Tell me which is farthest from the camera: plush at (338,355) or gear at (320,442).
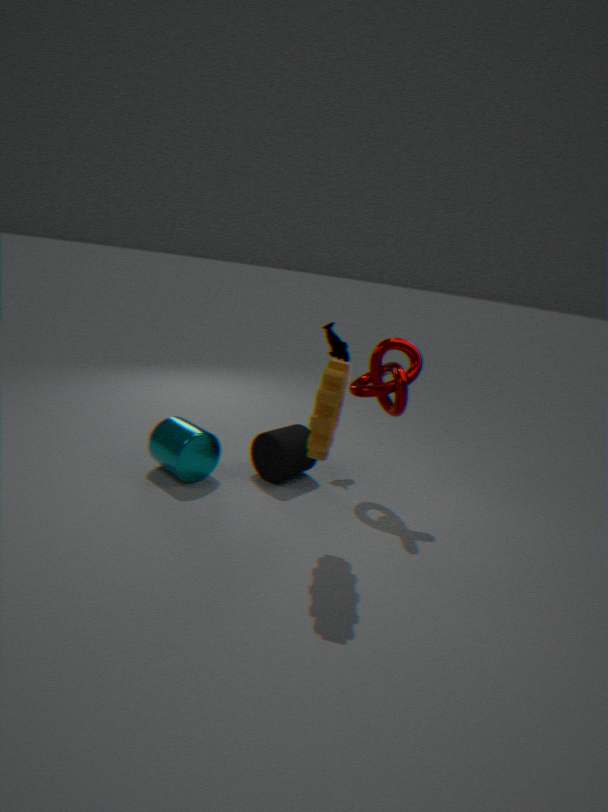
plush at (338,355)
